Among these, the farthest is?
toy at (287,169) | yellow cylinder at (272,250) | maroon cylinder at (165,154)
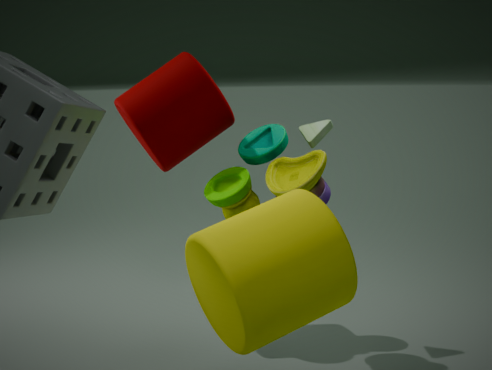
maroon cylinder at (165,154)
